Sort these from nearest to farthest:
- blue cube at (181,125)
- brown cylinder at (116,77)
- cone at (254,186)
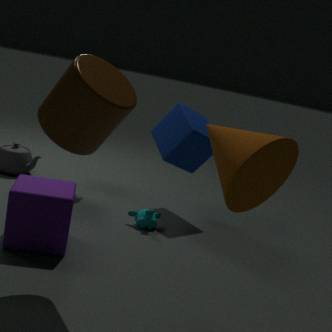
cone at (254,186) < brown cylinder at (116,77) < blue cube at (181,125)
